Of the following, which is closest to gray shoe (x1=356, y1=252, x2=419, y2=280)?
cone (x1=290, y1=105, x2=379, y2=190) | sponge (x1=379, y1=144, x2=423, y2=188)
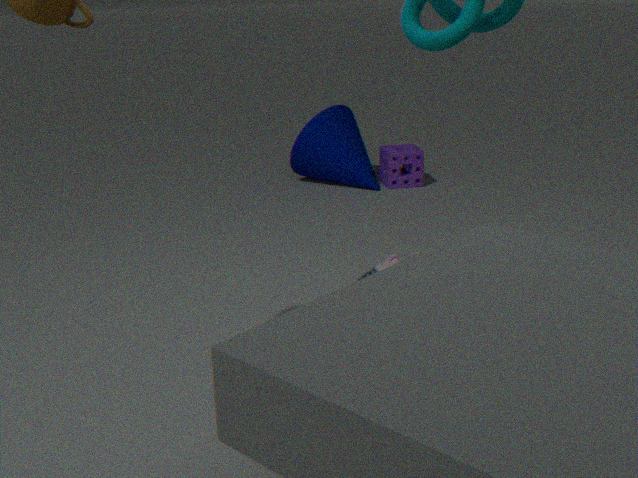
cone (x1=290, y1=105, x2=379, y2=190)
